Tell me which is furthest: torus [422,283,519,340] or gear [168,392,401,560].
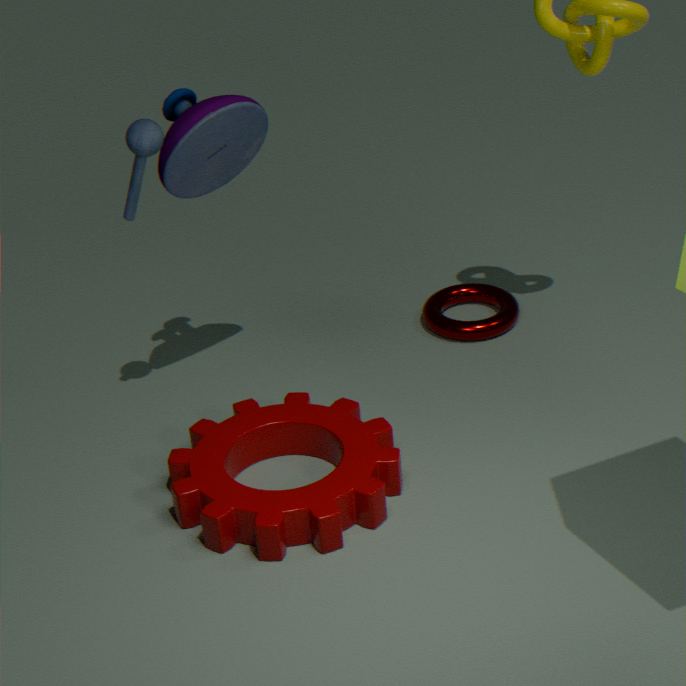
torus [422,283,519,340]
